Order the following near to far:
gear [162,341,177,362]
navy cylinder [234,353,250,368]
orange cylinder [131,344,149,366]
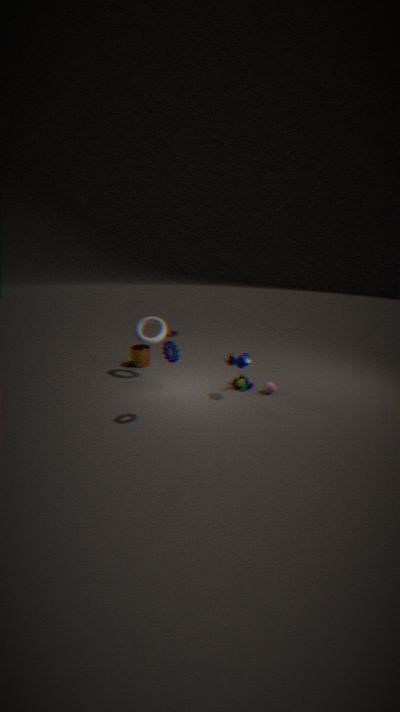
gear [162,341,177,362] → navy cylinder [234,353,250,368] → orange cylinder [131,344,149,366]
